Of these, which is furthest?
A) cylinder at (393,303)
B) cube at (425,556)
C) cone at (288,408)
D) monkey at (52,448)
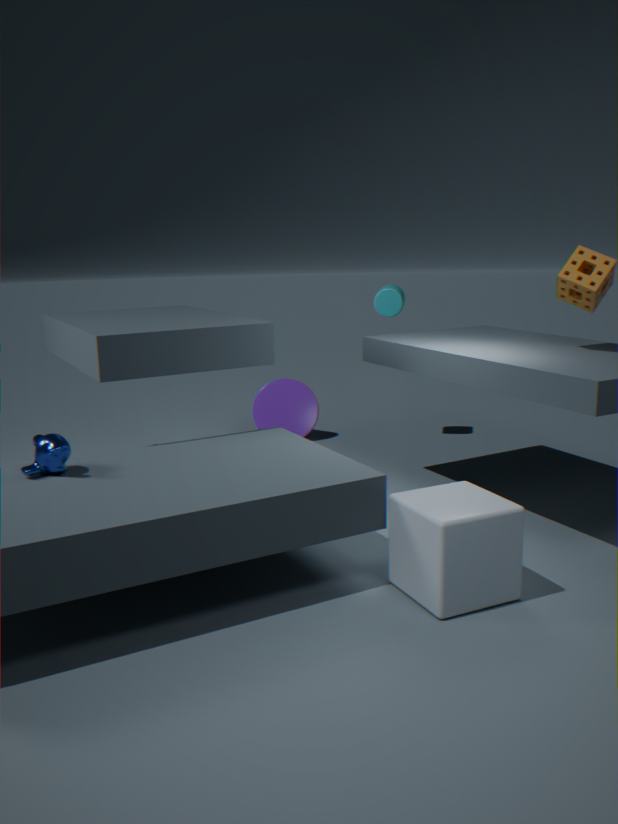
cone at (288,408)
